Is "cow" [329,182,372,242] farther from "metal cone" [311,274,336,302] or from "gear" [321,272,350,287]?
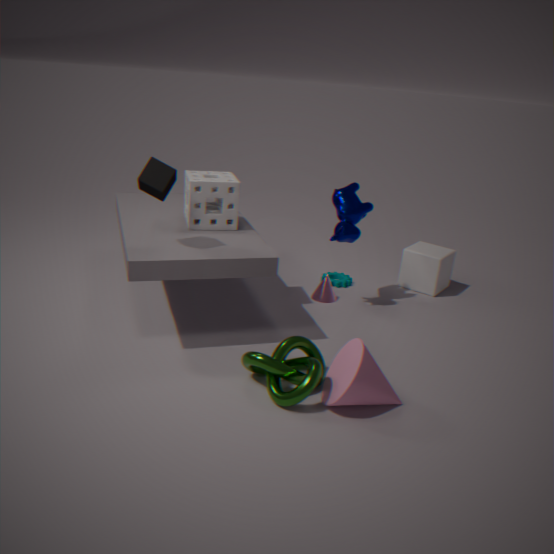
"gear" [321,272,350,287]
